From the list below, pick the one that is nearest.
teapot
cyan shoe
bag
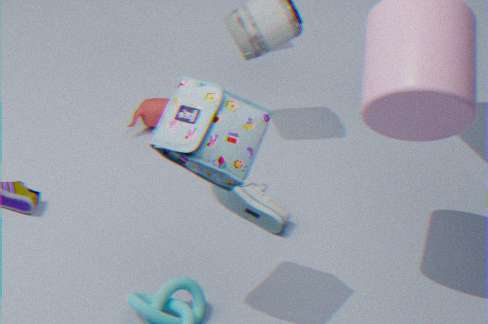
bag
